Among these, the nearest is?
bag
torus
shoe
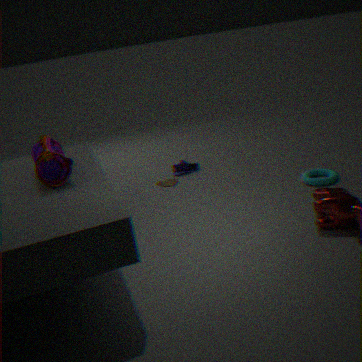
bag
